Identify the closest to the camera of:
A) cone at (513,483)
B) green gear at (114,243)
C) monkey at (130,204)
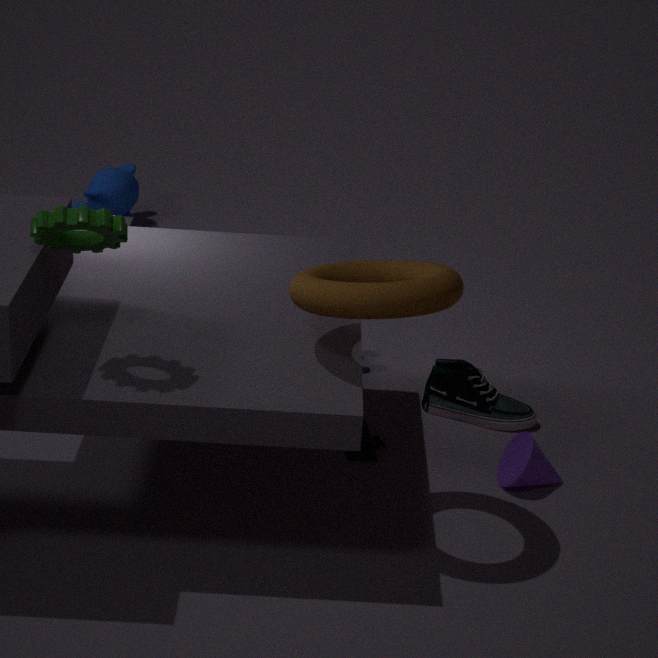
green gear at (114,243)
